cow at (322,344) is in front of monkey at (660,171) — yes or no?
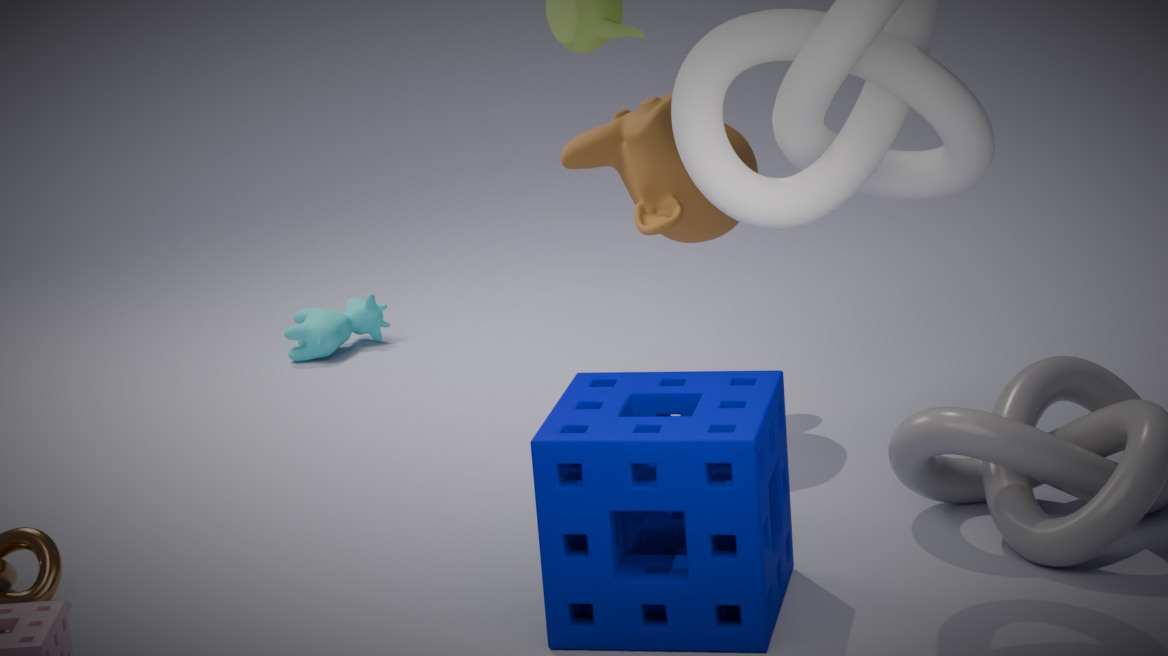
No
